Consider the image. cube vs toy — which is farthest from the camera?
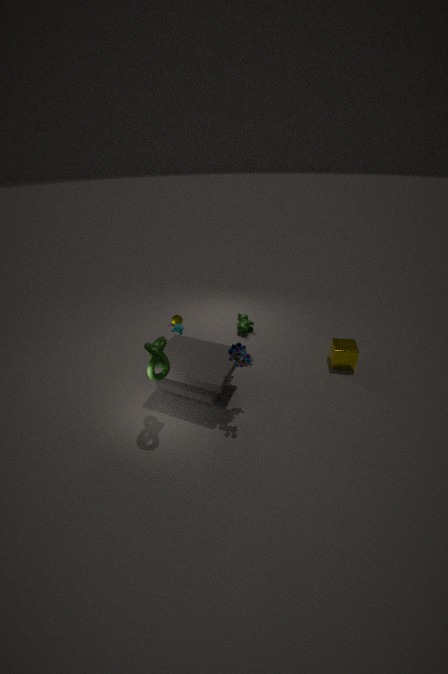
cube
